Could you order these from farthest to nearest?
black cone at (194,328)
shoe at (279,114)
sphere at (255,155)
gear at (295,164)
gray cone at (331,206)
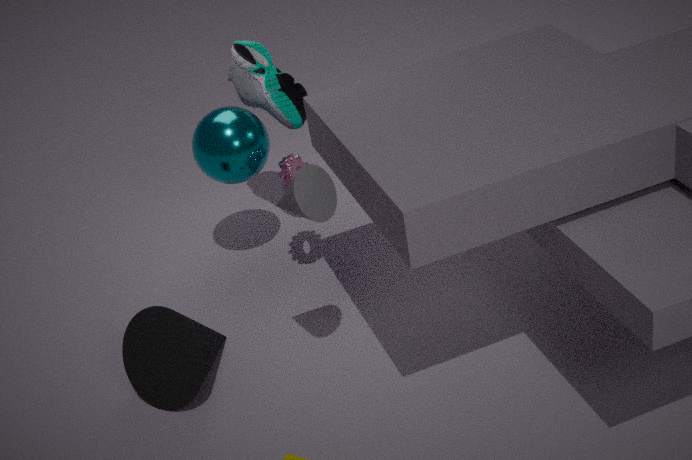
shoe at (279,114)
sphere at (255,155)
gear at (295,164)
black cone at (194,328)
gray cone at (331,206)
